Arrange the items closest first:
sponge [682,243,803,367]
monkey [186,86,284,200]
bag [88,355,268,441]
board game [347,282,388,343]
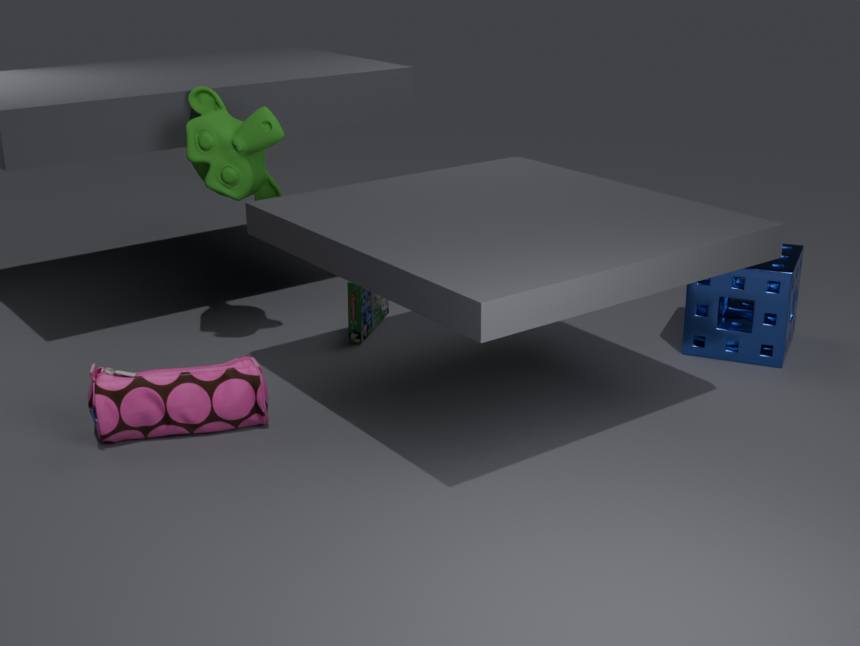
1. bag [88,355,268,441]
2. monkey [186,86,284,200]
3. sponge [682,243,803,367]
4. board game [347,282,388,343]
